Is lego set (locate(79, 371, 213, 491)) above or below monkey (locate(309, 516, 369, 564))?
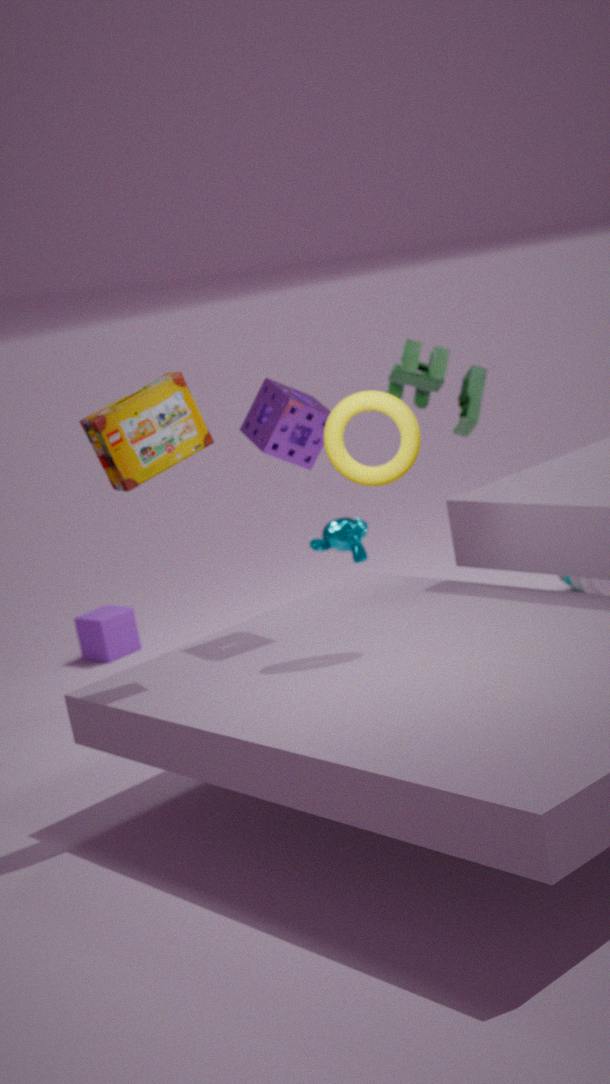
above
